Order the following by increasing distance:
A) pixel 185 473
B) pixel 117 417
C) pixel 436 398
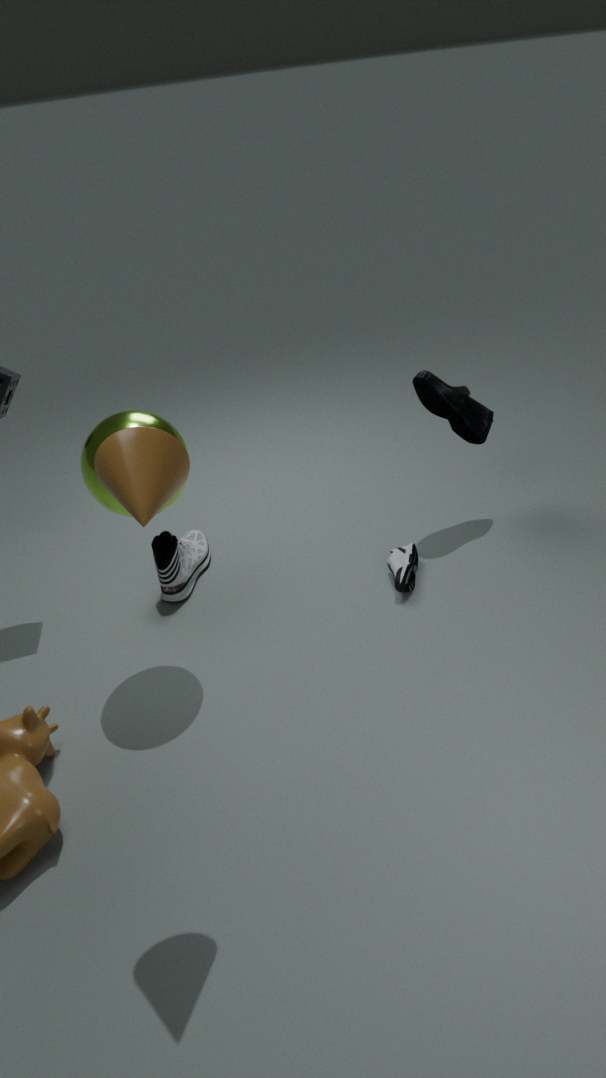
1. pixel 185 473
2. pixel 117 417
3. pixel 436 398
